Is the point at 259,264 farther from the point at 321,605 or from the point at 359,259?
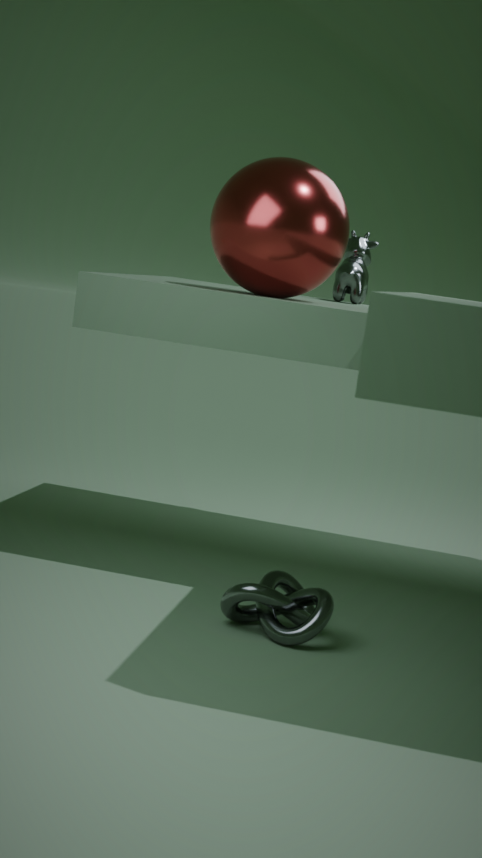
the point at 321,605
